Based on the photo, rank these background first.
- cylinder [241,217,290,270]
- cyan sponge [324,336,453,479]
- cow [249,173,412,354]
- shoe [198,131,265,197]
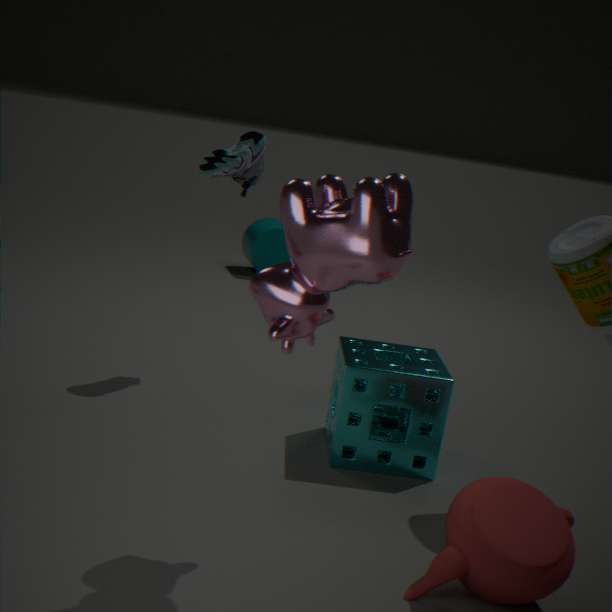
cylinder [241,217,290,270], shoe [198,131,265,197], cyan sponge [324,336,453,479], cow [249,173,412,354]
